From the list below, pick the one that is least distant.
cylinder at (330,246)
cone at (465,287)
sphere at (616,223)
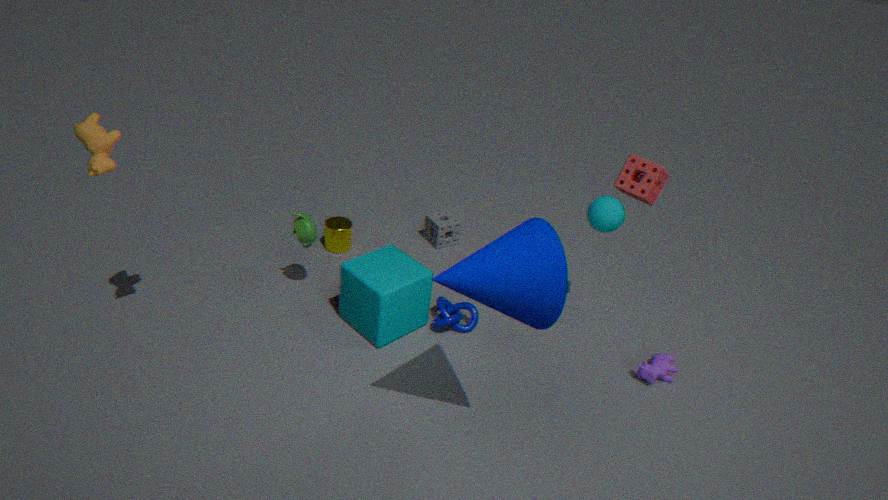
cone at (465,287)
